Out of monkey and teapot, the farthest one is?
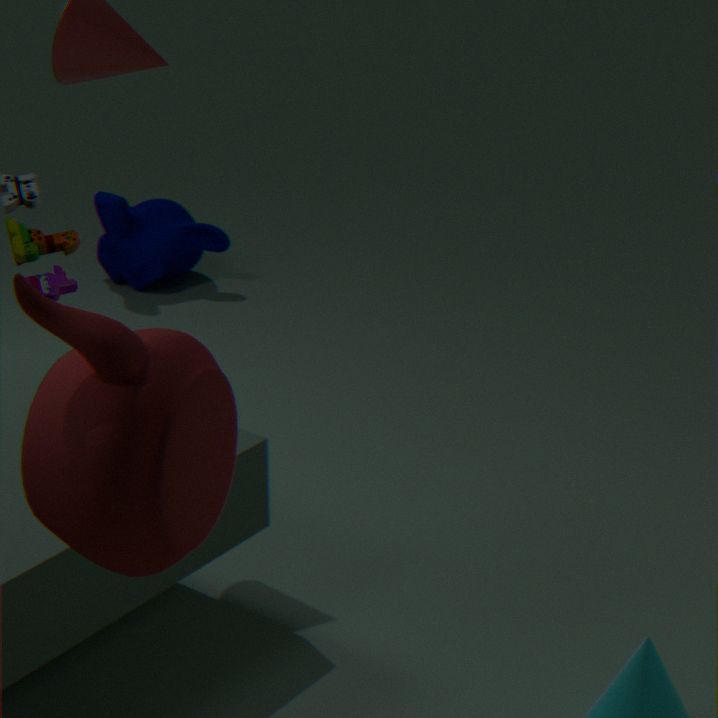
monkey
